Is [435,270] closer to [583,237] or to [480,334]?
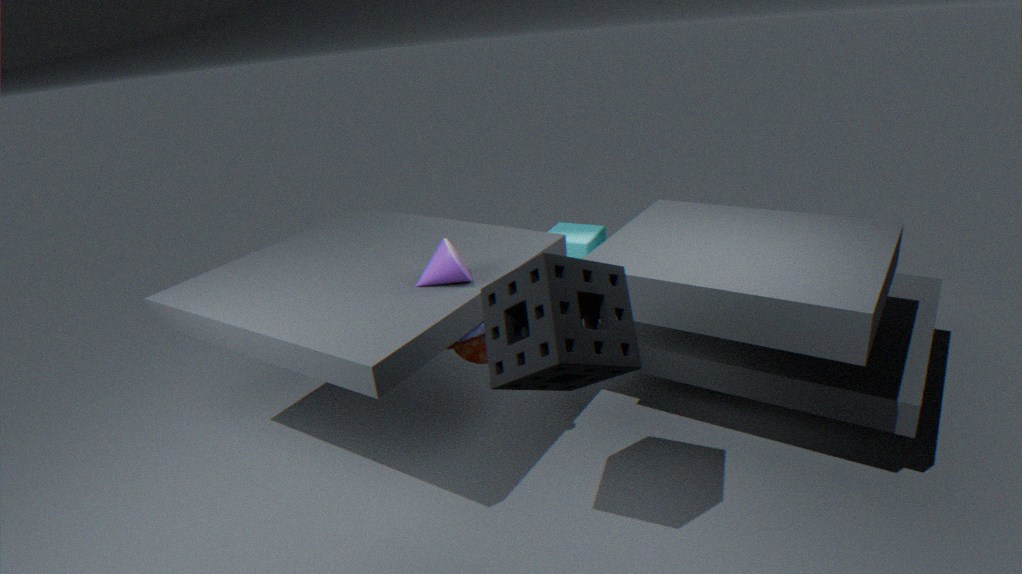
[480,334]
